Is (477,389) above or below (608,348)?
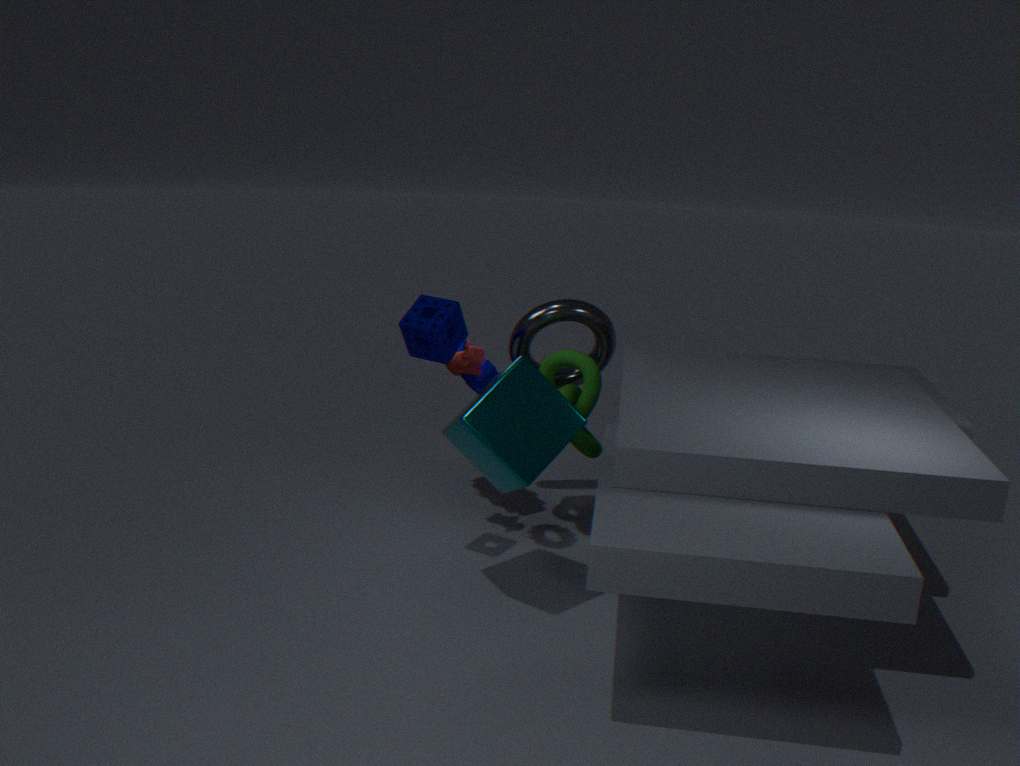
below
